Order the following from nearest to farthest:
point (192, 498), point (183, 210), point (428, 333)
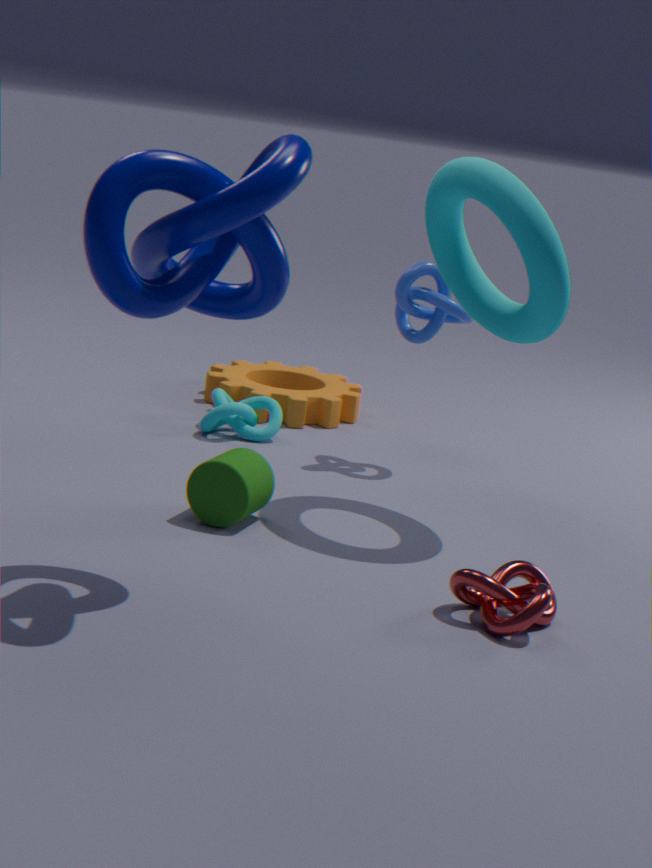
point (183, 210)
point (192, 498)
point (428, 333)
